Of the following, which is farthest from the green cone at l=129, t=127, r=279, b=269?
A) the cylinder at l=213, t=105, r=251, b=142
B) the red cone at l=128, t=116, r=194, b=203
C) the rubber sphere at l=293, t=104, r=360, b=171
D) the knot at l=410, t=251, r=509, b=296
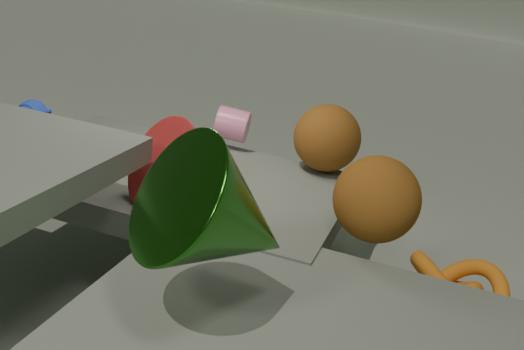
the cylinder at l=213, t=105, r=251, b=142
